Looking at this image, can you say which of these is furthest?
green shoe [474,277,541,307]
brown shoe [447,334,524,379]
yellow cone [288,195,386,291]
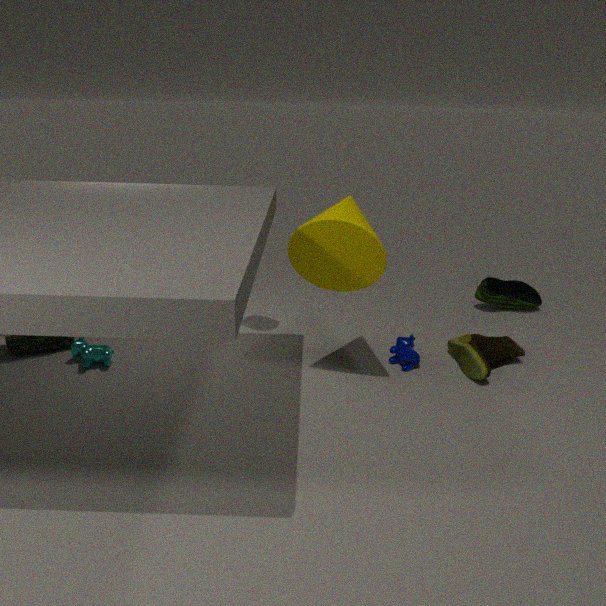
green shoe [474,277,541,307]
